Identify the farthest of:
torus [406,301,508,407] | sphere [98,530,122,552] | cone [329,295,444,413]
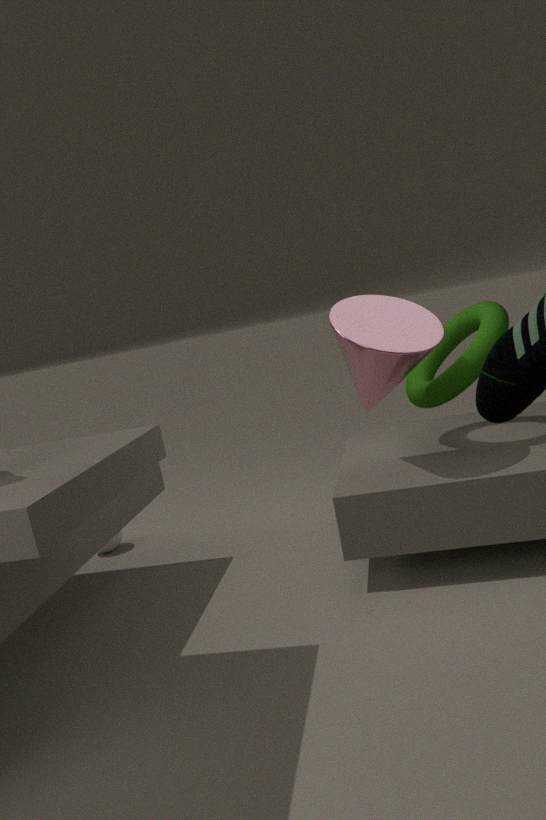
sphere [98,530,122,552]
